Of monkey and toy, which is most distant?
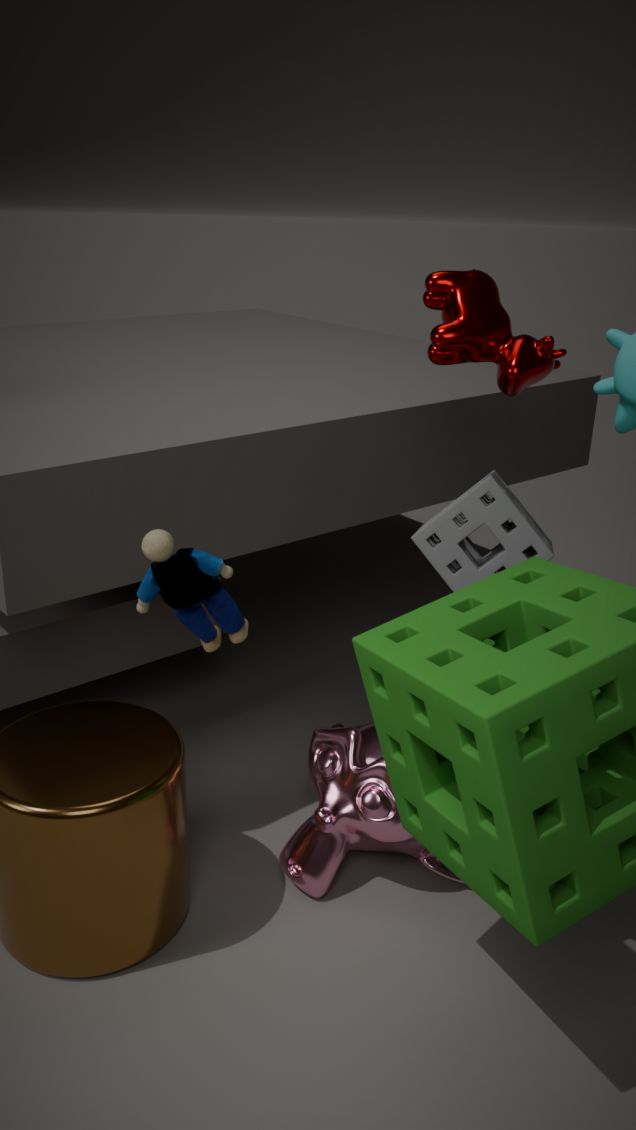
monkey
